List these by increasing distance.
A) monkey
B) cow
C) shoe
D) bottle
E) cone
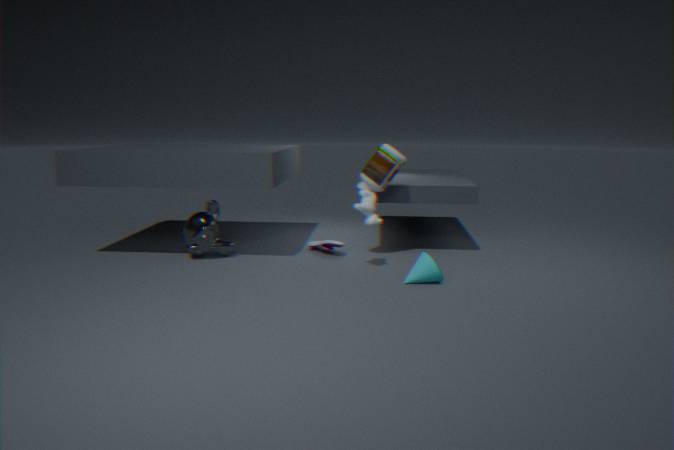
E. cone < B. cow < D. bottle < A. monkey < C. shoe
